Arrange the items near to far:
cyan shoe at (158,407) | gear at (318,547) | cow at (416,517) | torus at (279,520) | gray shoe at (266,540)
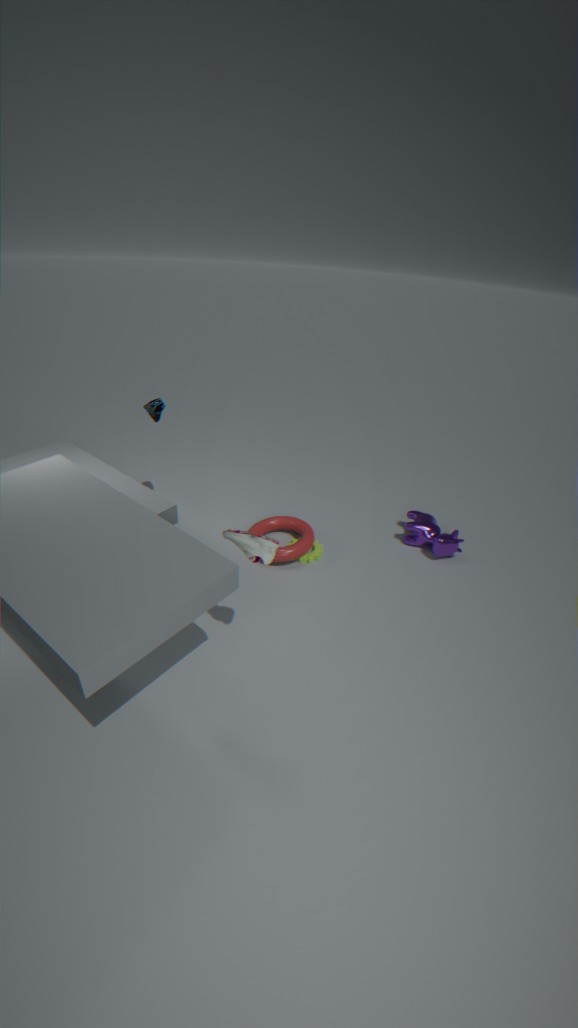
1. gray shoe at (266,540)
2. cyan shoe at (158,407)
3. torus at (279,520)
4. gear at (318,547)
5. cow at (416,517)
